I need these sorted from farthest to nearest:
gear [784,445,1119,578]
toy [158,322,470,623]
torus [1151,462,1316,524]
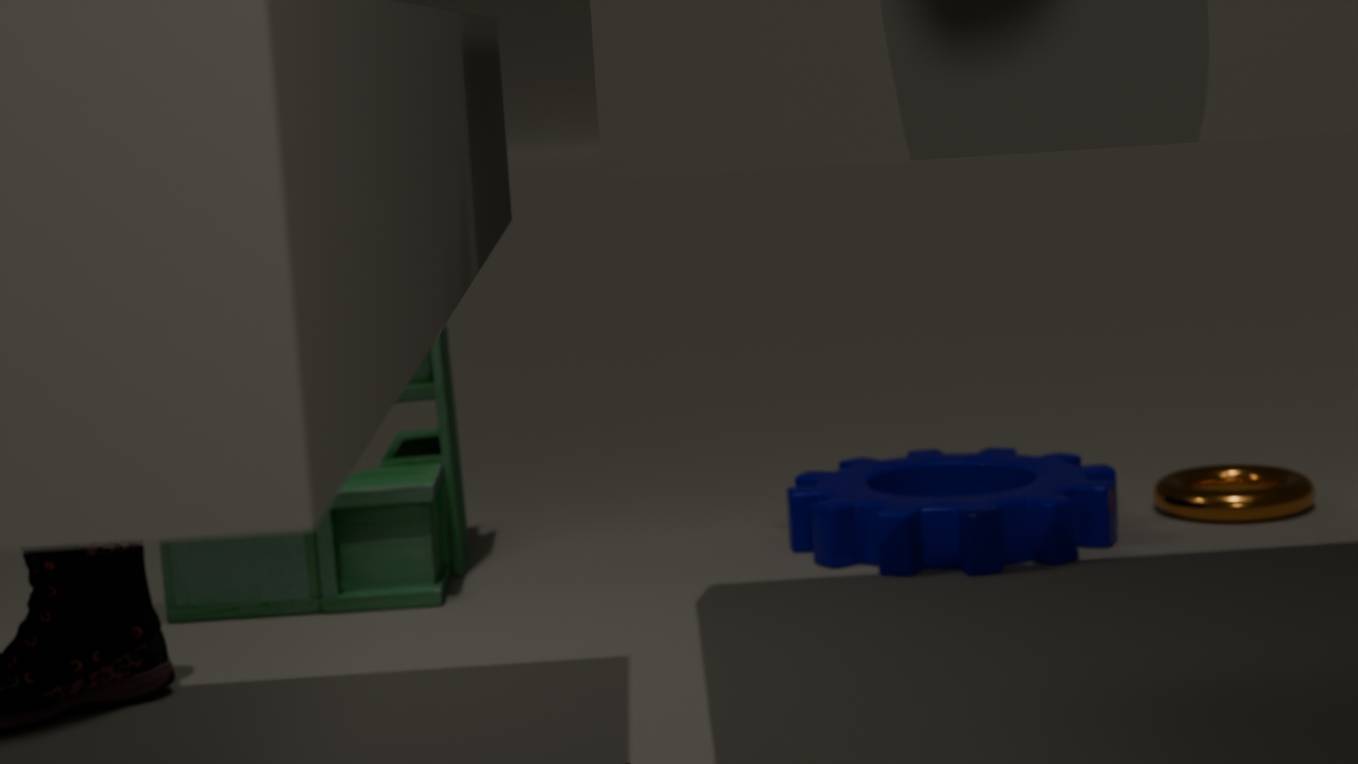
torus [1151,462,1316,524] → gear [784,445,1119,578] → toy [158,322,470,623]
